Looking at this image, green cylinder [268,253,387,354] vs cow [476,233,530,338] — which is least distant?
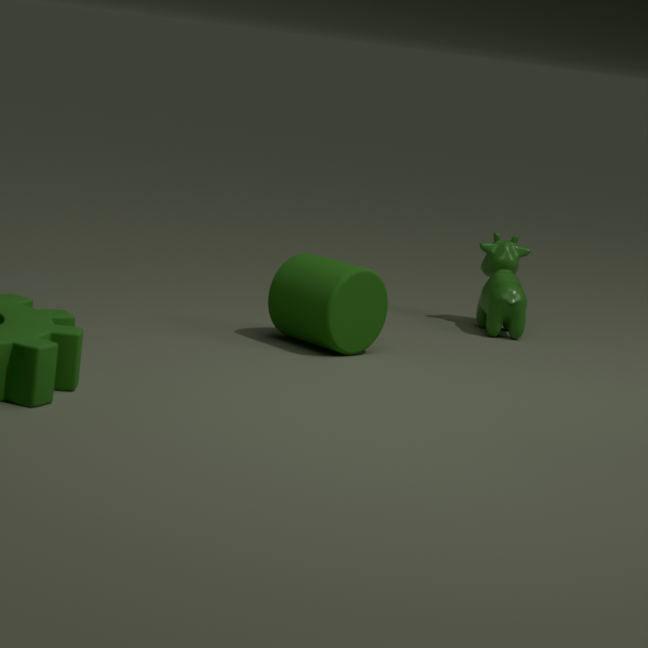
green cylinder [268,253,387,354]
